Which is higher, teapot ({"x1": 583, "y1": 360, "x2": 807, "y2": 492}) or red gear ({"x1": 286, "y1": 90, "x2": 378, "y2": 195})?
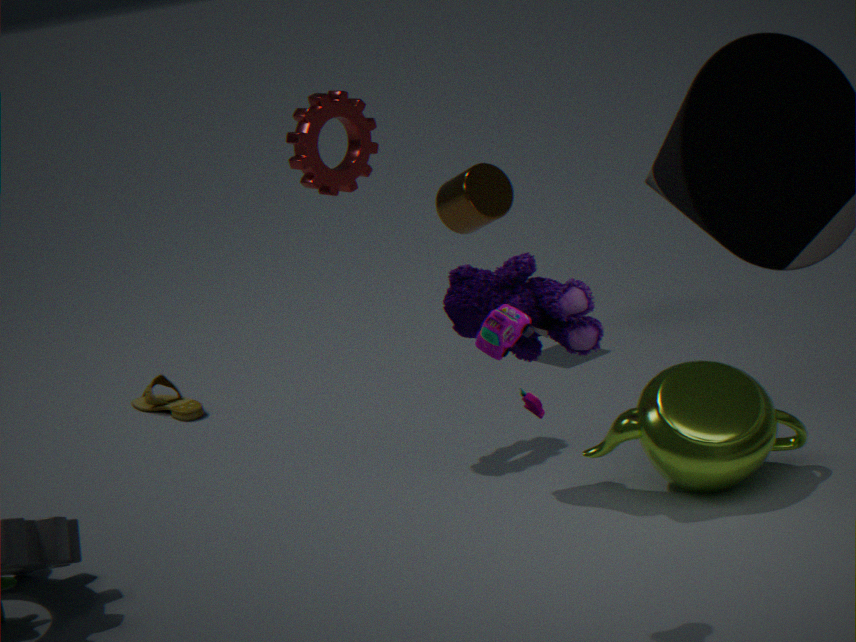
red gear ({"x1": 286, "y1": 90, "x2": 378, "y2": 195})
